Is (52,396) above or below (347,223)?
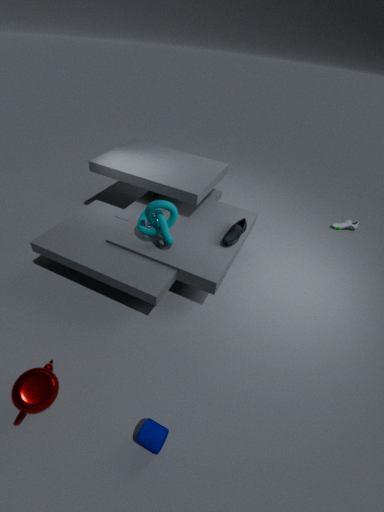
above
